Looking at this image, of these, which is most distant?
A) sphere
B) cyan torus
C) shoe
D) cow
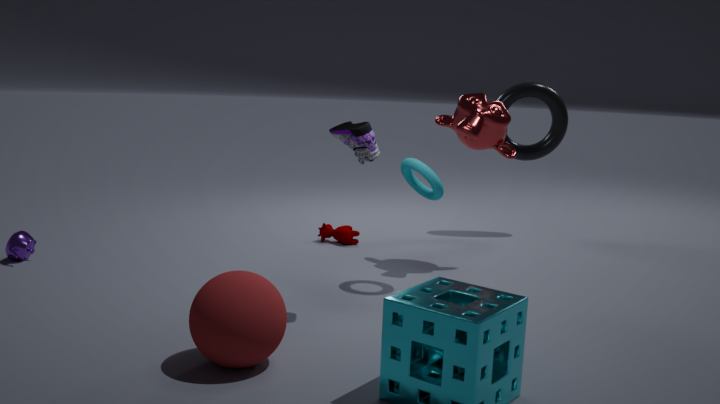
cow
